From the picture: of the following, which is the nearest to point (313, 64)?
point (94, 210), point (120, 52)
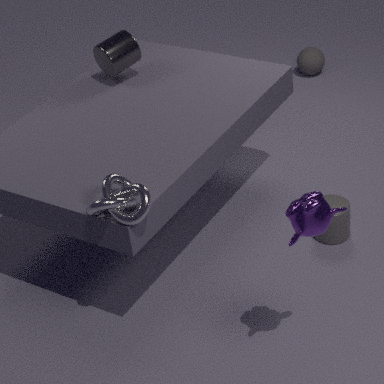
point (120, 52)
